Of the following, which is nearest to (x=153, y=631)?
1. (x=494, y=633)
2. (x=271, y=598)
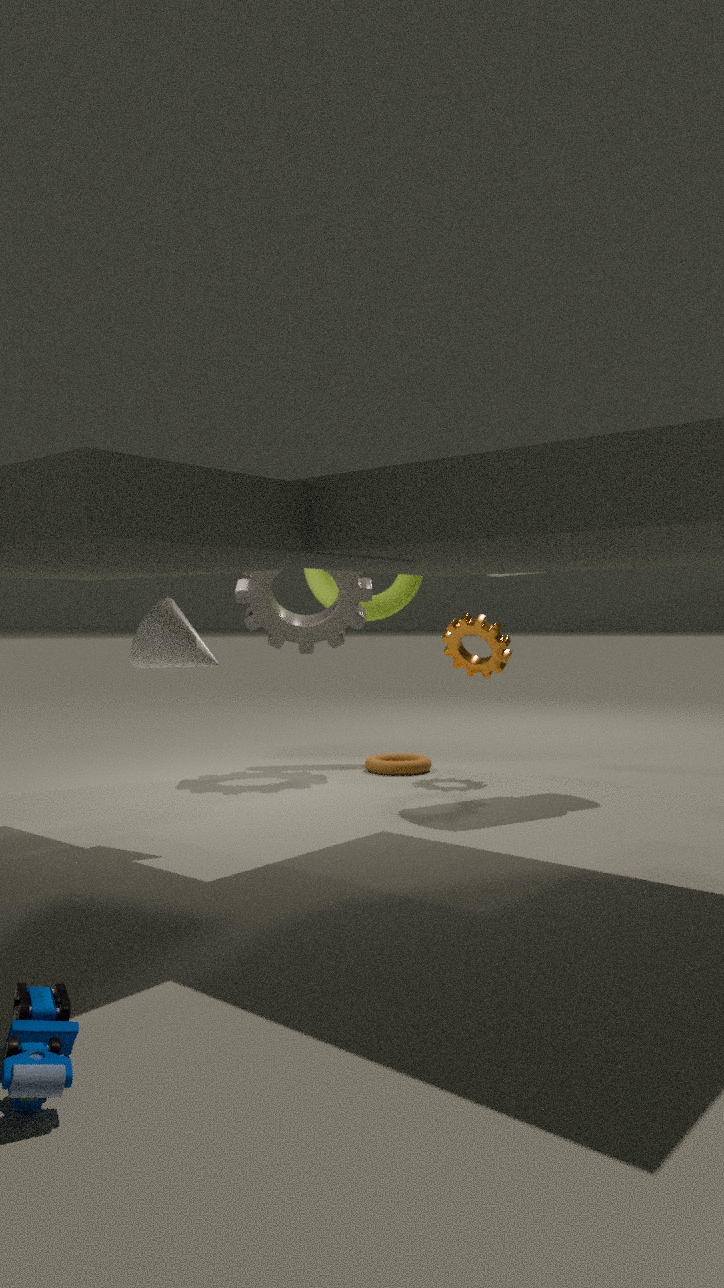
(x=271, y=598)
